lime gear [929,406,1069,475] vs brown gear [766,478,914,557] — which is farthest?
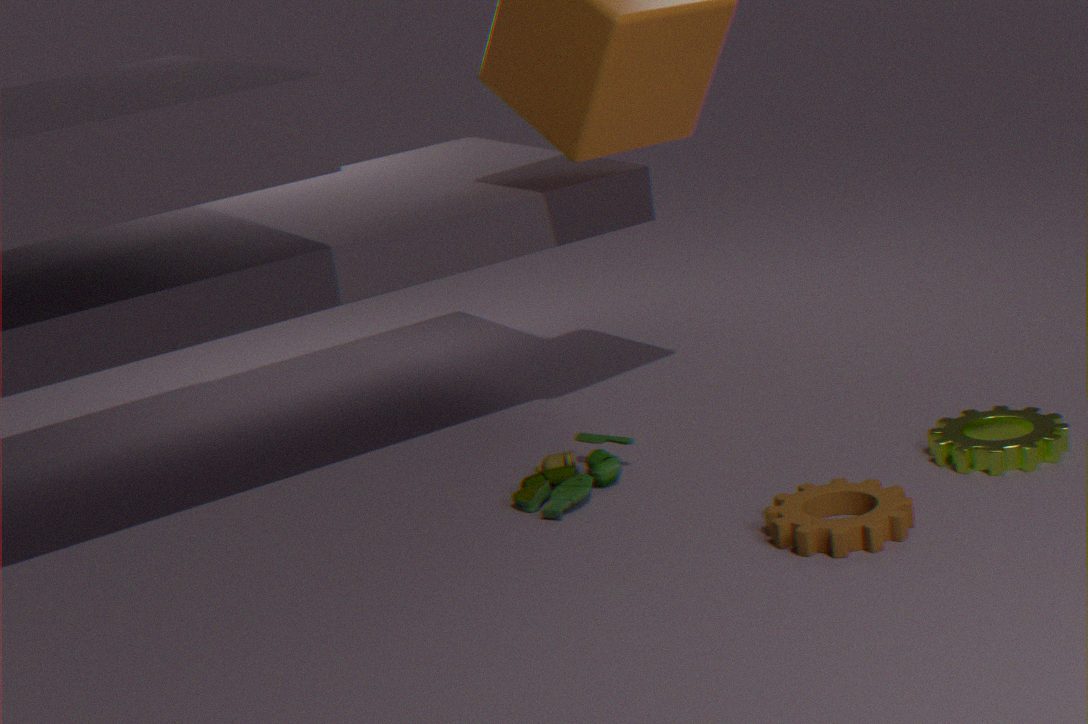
lime gear [929,406,1069,475]
